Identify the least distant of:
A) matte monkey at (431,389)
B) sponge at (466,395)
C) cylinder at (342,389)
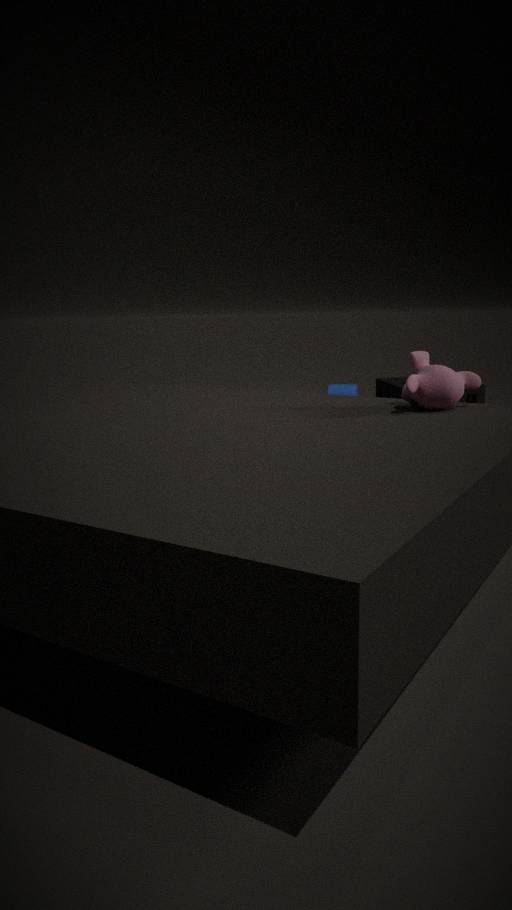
matte monkey at (431,389)
